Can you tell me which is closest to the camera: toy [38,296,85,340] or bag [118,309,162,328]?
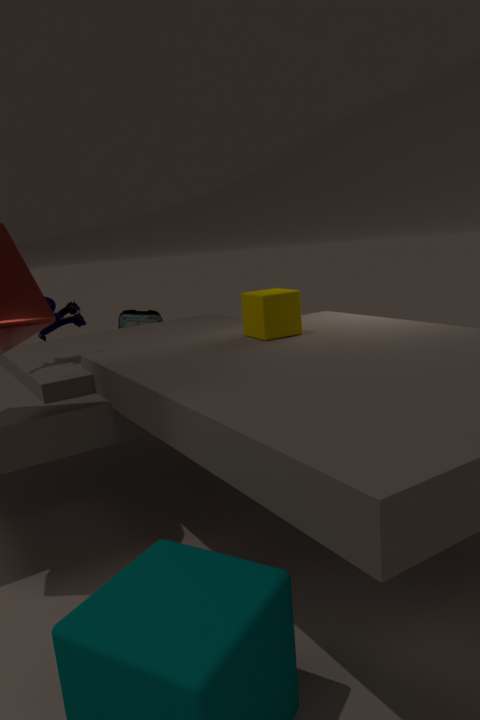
toy [38,296,85,340]
